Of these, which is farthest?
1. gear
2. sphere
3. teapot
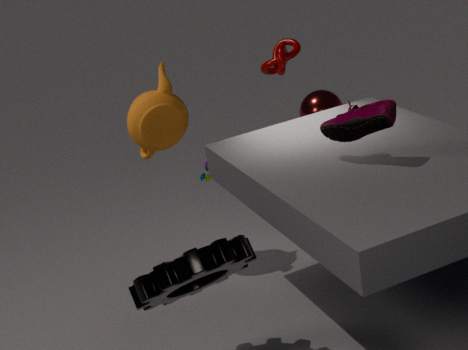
sphere
